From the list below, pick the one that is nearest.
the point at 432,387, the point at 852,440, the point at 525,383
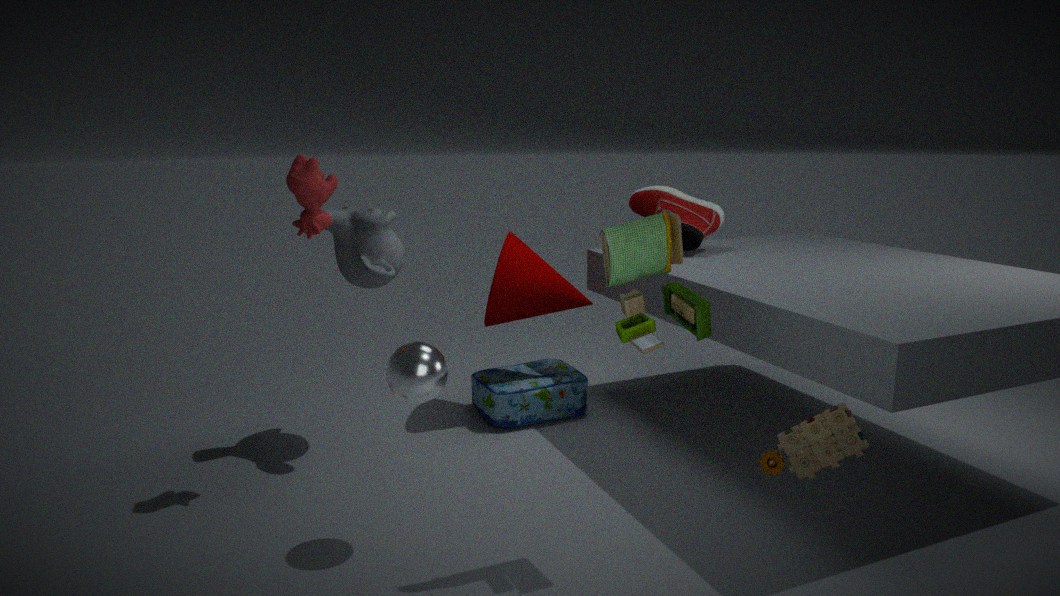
the point at 852,440
